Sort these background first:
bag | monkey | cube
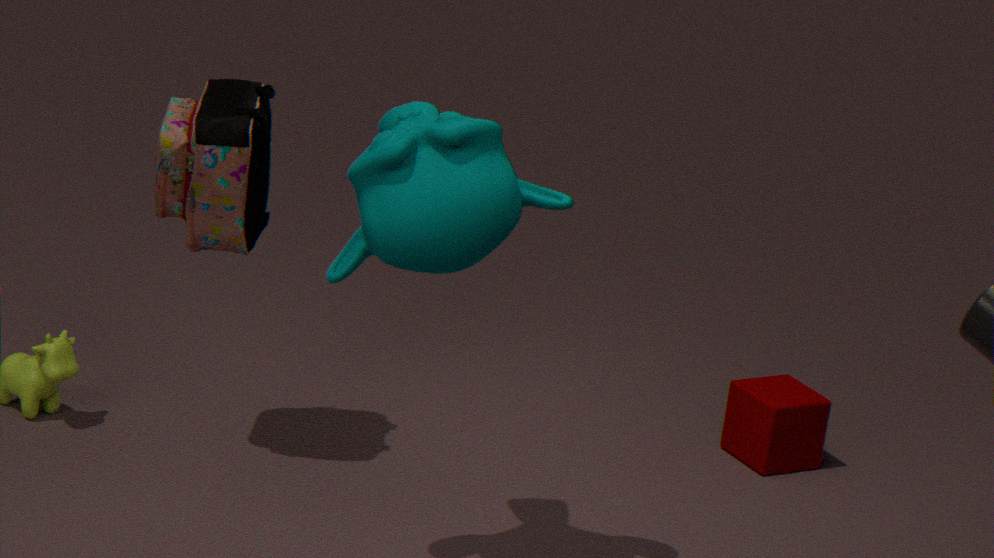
cube
bag
monkey
